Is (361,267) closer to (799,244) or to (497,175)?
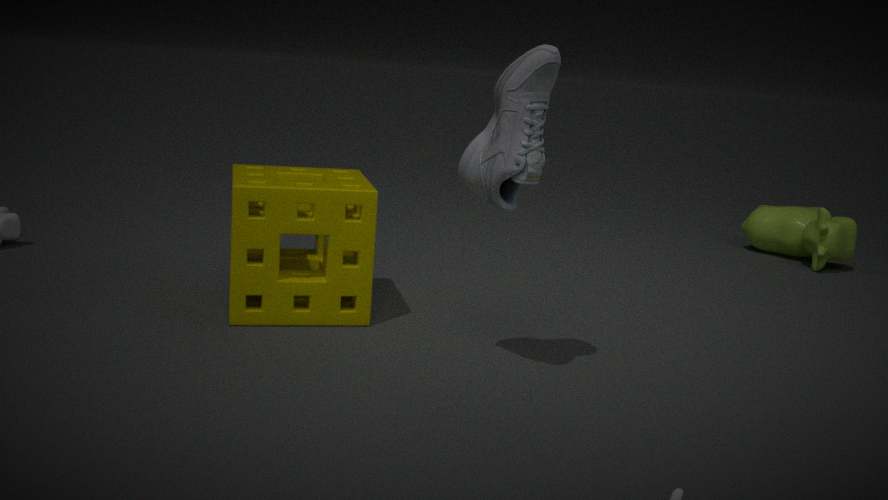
(497,175)
